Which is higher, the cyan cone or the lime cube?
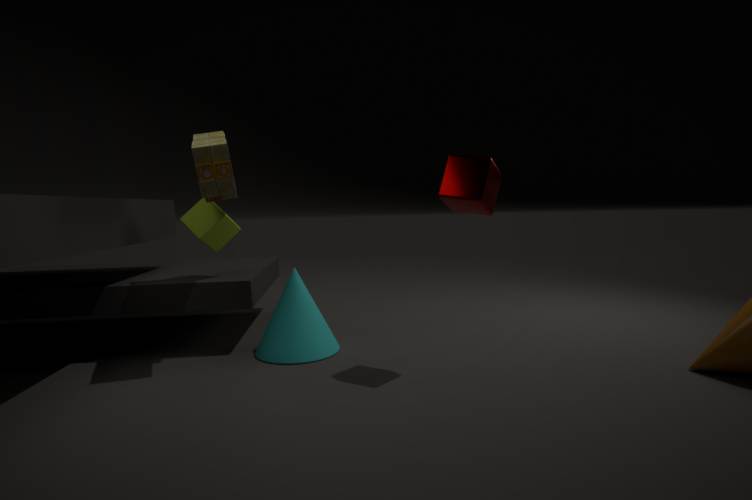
the lime cube
